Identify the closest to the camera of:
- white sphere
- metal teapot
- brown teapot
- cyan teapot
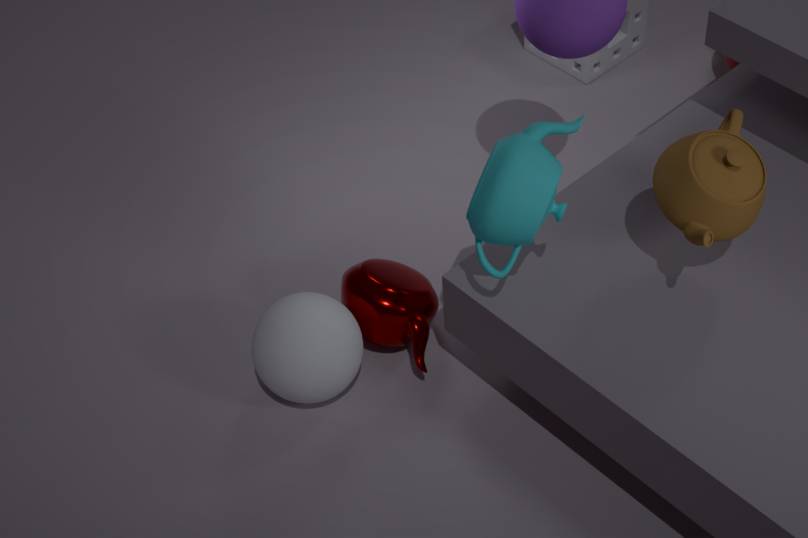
cyan teapot
